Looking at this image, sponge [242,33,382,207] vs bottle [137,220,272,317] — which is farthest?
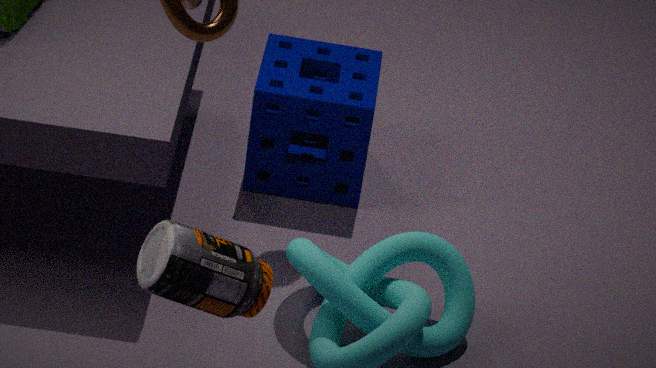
sponge [242,33,382,207]
